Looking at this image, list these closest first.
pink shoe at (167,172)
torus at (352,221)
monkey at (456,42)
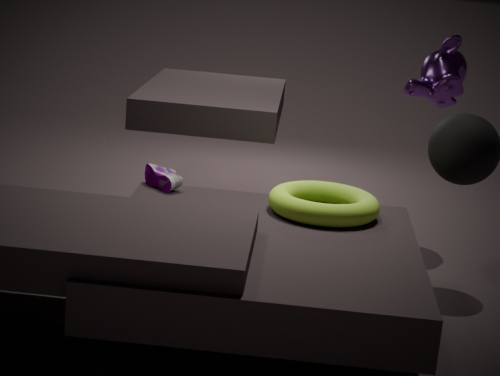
torus at (352,221) < pink shoe at (167,172) < monkey at (456,42)
